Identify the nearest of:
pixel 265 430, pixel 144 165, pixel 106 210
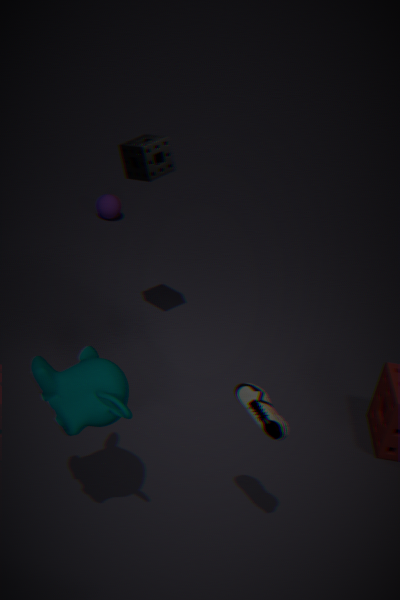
pixel 265 430
